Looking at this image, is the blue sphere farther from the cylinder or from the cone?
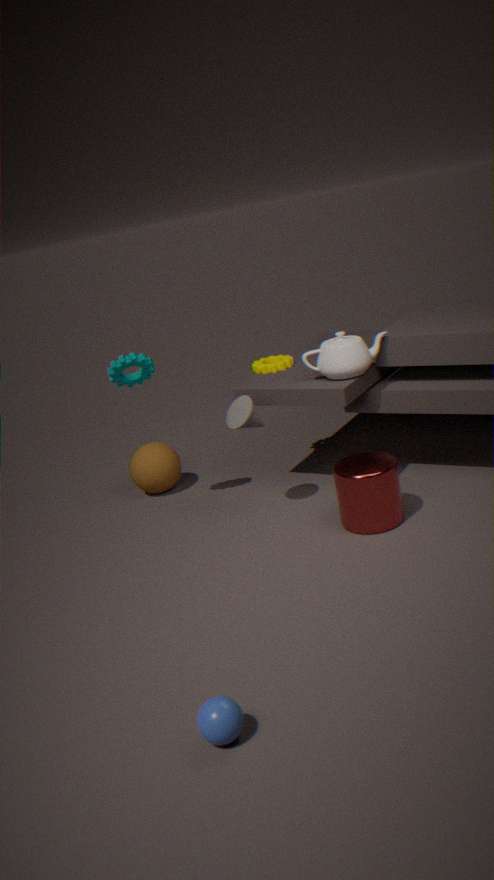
the cone
